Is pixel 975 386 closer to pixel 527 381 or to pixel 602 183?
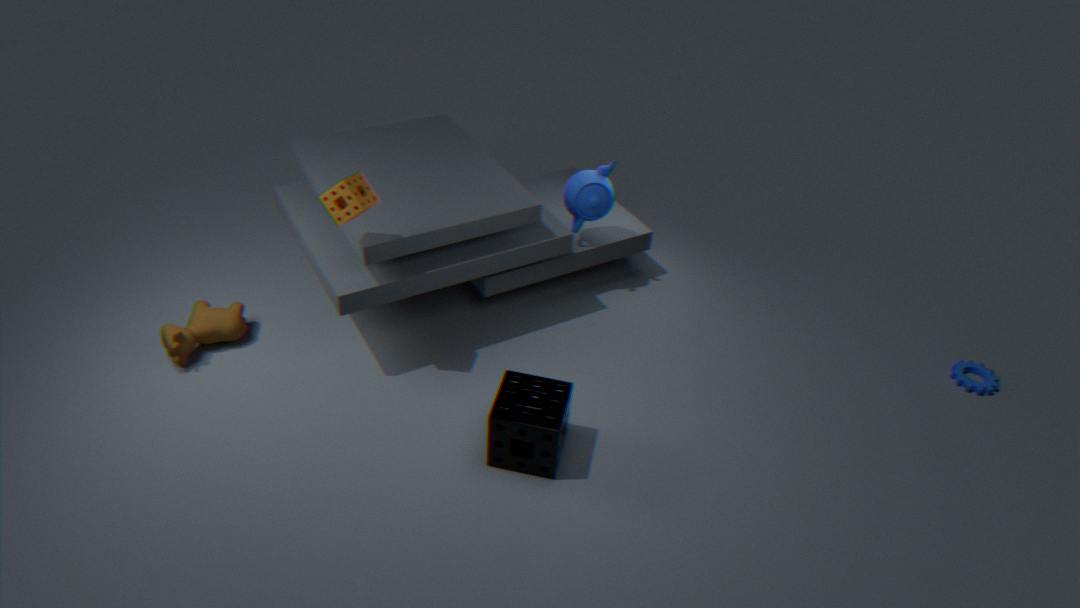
pixel 602 183
